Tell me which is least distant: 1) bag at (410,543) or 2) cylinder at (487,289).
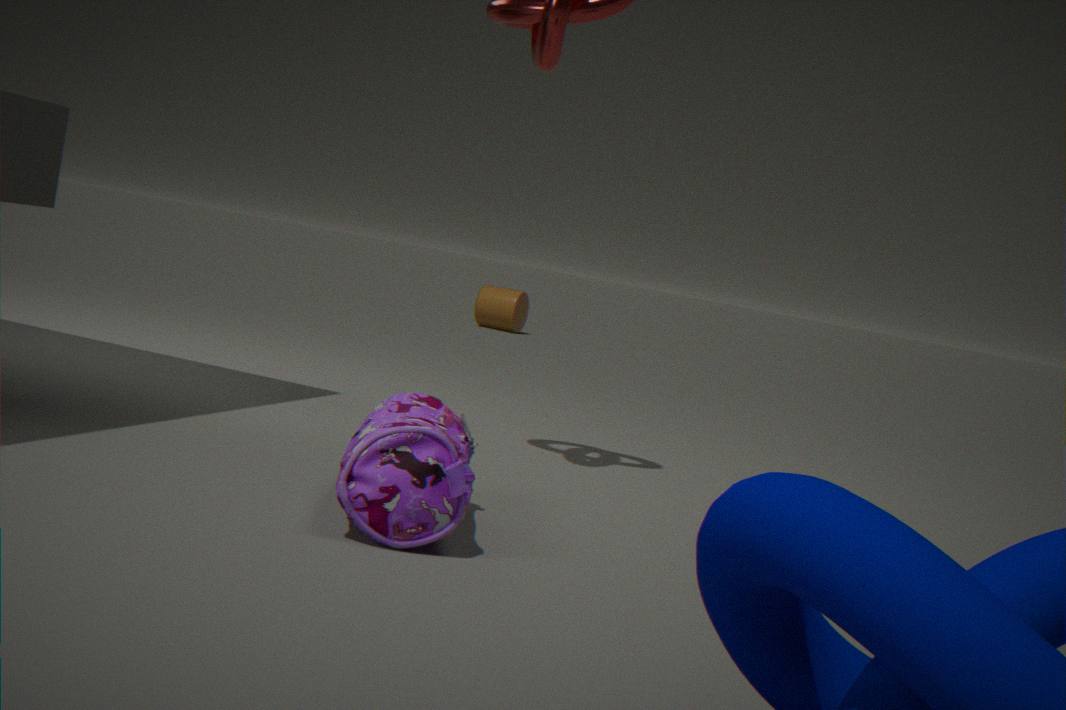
1. bag at (410,543)
